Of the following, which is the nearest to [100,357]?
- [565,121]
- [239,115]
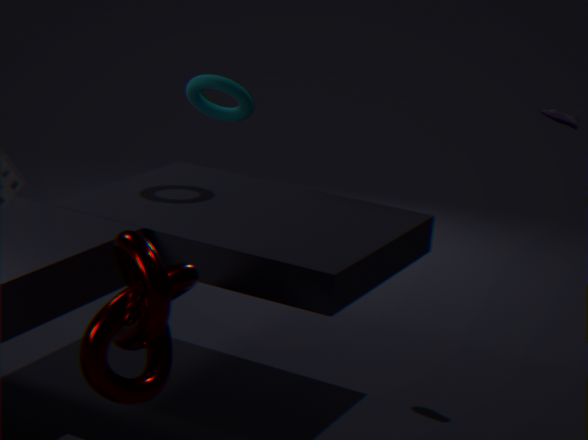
[239,115]
